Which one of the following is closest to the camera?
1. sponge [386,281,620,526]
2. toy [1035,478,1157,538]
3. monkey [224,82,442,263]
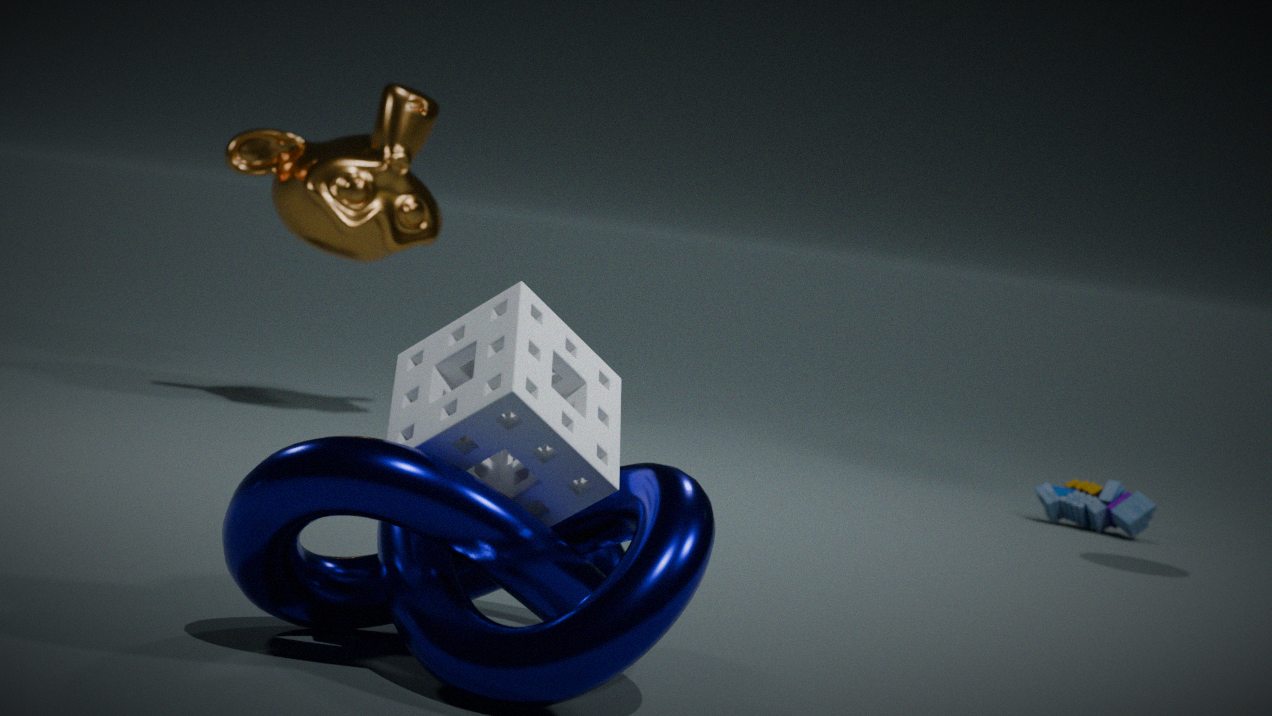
Answer: sponge [386,281,620,526]
